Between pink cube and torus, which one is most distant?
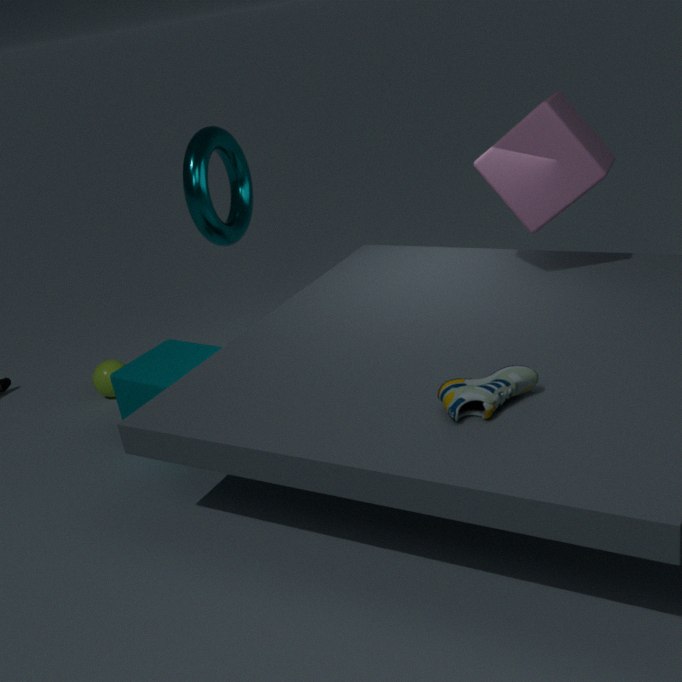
torus
